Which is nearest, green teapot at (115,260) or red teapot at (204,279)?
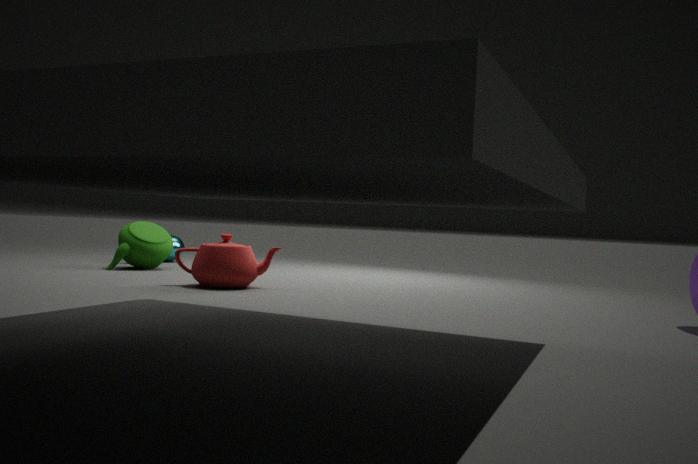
red teapot at (204,279)
